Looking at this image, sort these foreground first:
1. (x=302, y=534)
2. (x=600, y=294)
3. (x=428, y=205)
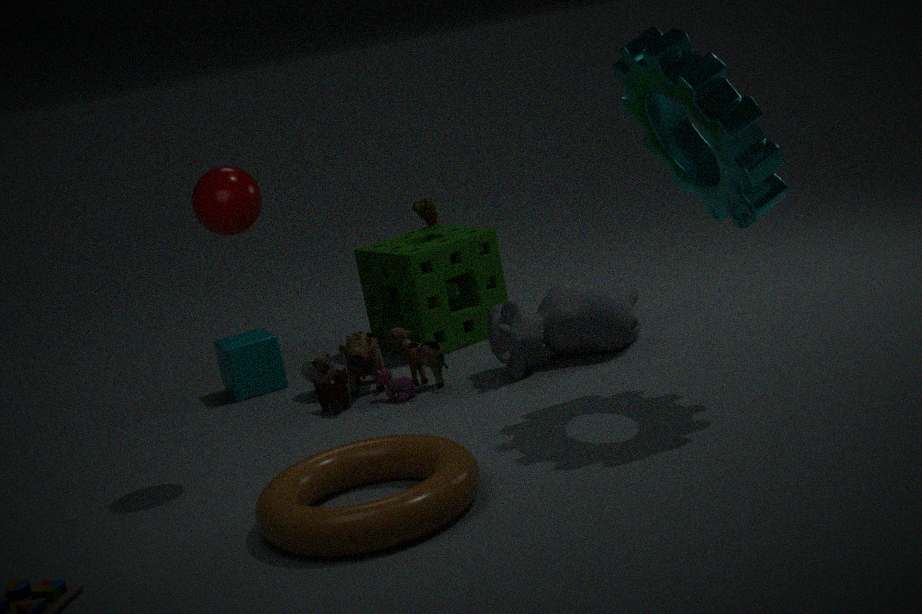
(x=302, y=534) < (x=600, y=294) < (x=428, y=205)
